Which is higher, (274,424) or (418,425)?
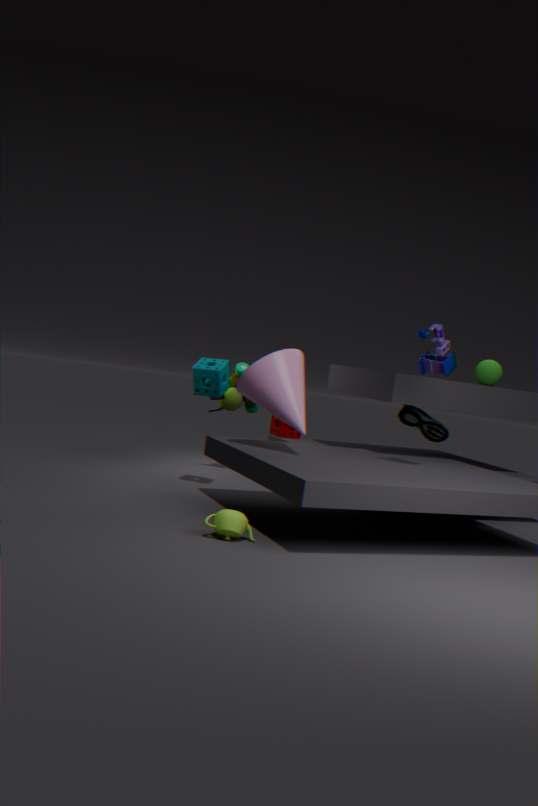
(418,425)
